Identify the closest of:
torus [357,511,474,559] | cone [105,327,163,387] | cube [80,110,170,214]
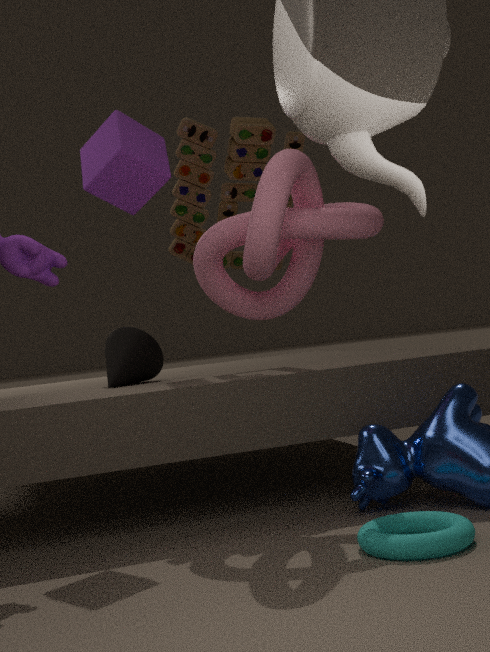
torus [357,511,474,559]
